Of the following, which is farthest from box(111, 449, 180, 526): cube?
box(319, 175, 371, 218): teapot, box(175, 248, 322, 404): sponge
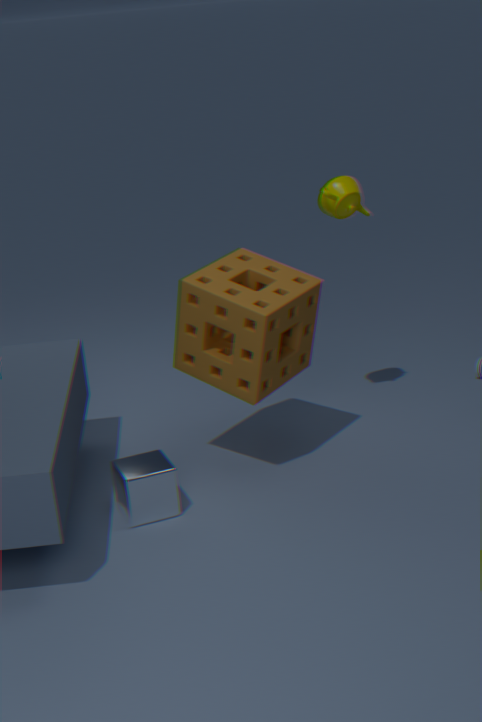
box(319, 175, 371, 218): teapot
